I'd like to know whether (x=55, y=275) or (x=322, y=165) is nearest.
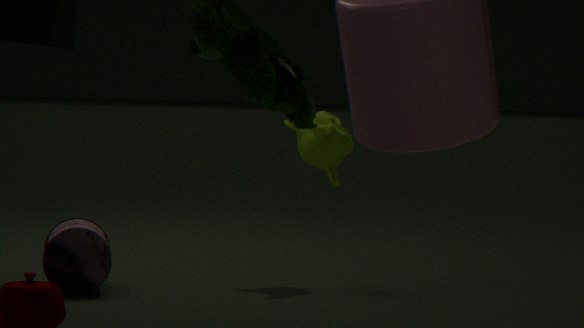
(x=55, y=275)
